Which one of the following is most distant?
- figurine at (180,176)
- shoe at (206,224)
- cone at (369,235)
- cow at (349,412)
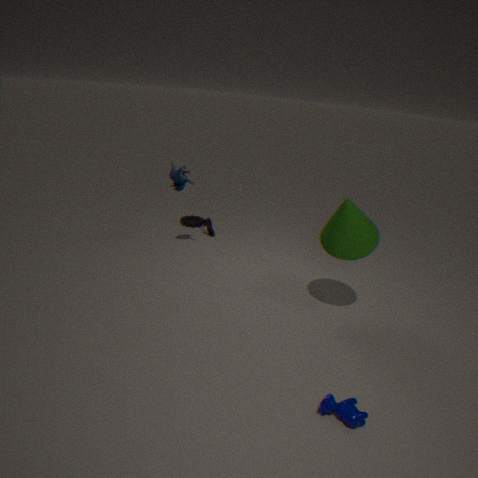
shoe at (206,224)
